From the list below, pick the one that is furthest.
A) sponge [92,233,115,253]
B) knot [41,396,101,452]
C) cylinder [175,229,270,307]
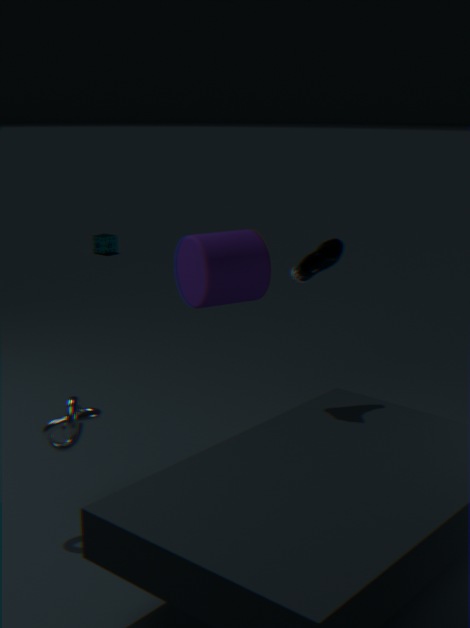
A. sponge [92,233,115,253]
